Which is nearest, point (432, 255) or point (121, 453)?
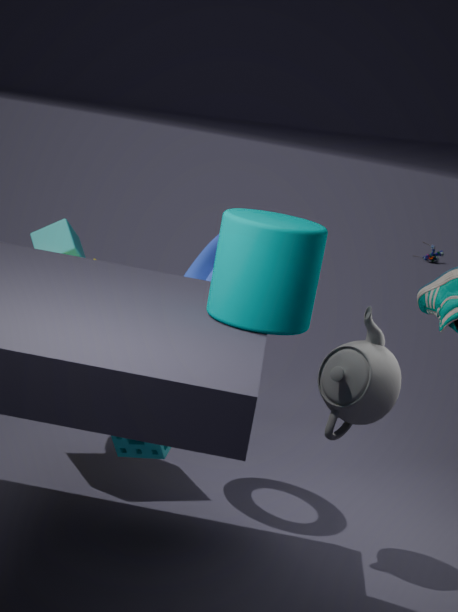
point (121, 453)
